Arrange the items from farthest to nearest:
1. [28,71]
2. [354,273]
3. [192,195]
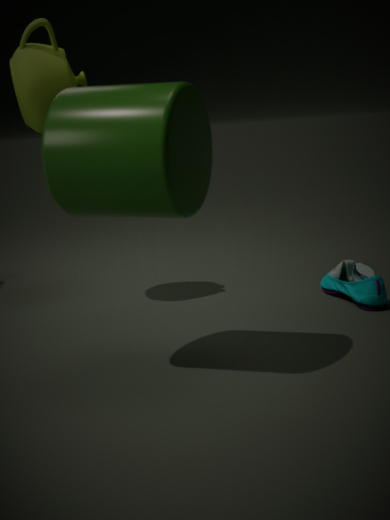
1. [354,273]
2. [28,71]
3. [192,195]
